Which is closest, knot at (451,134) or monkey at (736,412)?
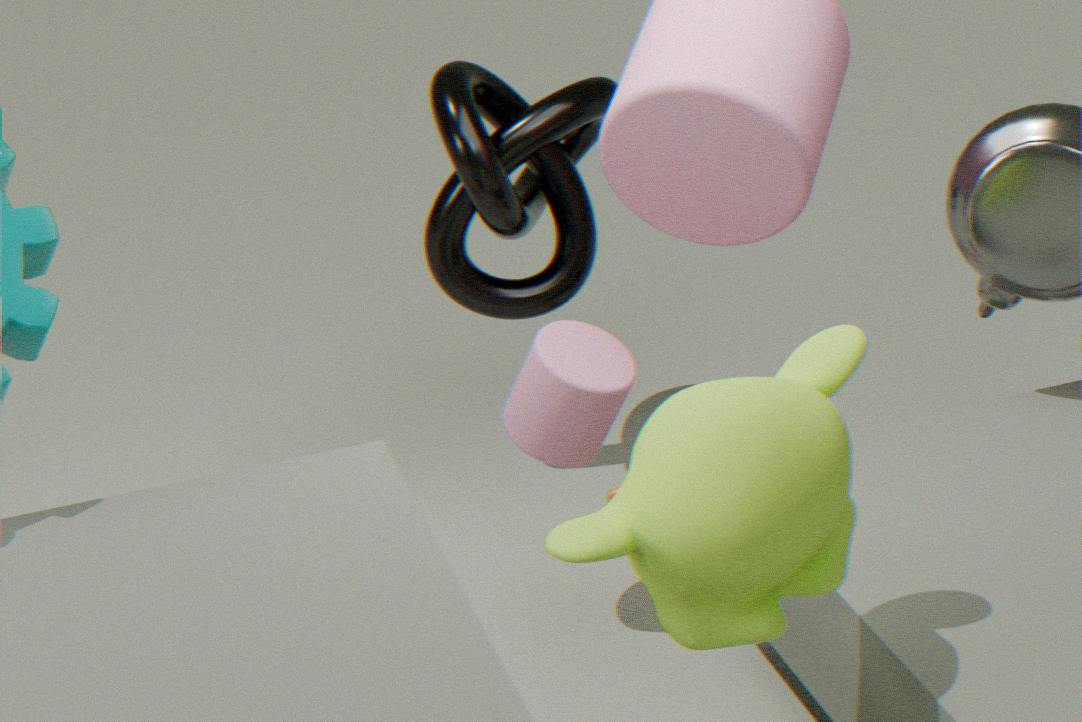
monkey at (736,412)
